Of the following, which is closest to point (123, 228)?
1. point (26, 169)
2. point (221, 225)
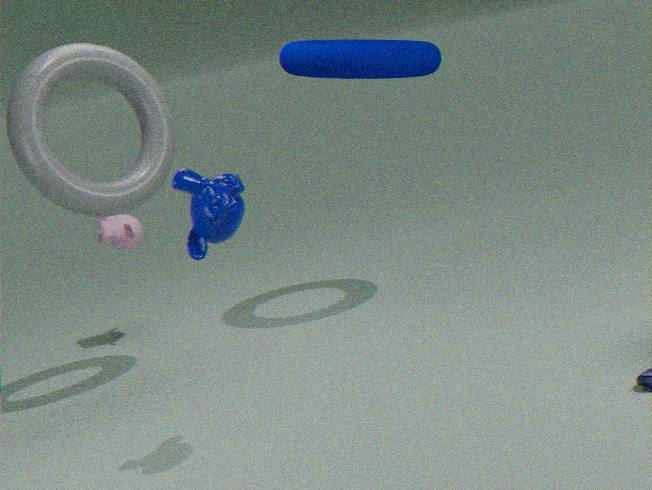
point (26, 169)
